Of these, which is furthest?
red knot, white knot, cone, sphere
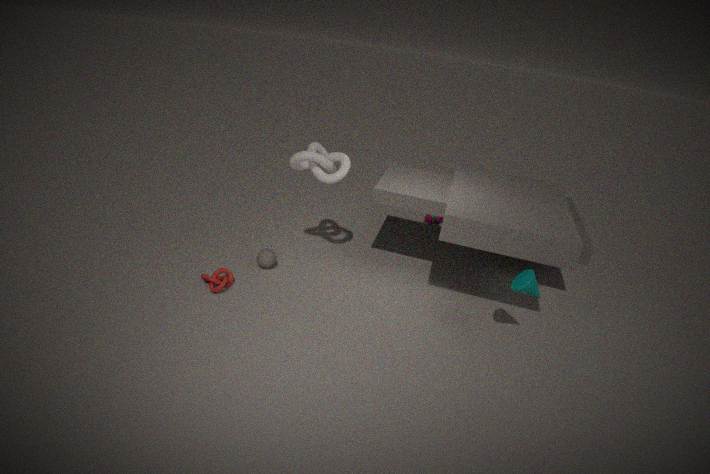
sphere
